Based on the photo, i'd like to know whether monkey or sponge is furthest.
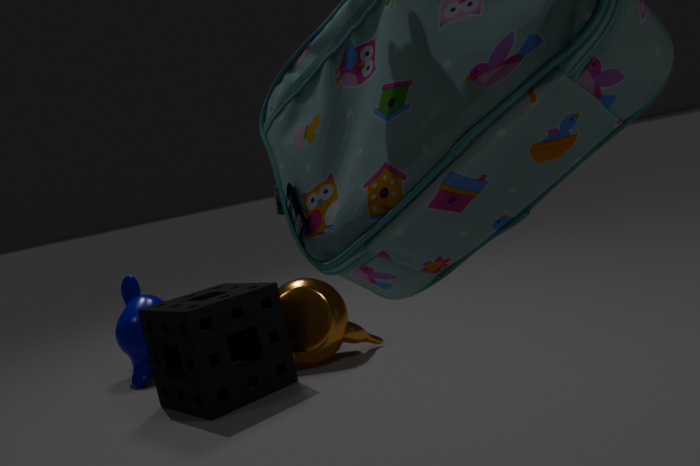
monkey
